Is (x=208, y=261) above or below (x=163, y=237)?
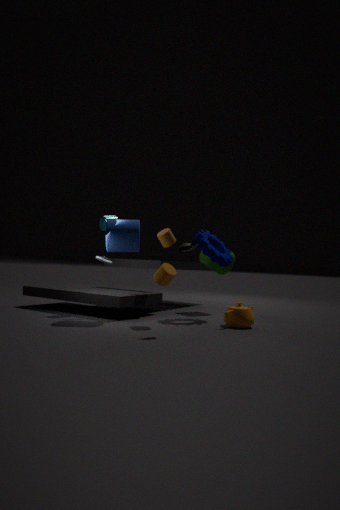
below
